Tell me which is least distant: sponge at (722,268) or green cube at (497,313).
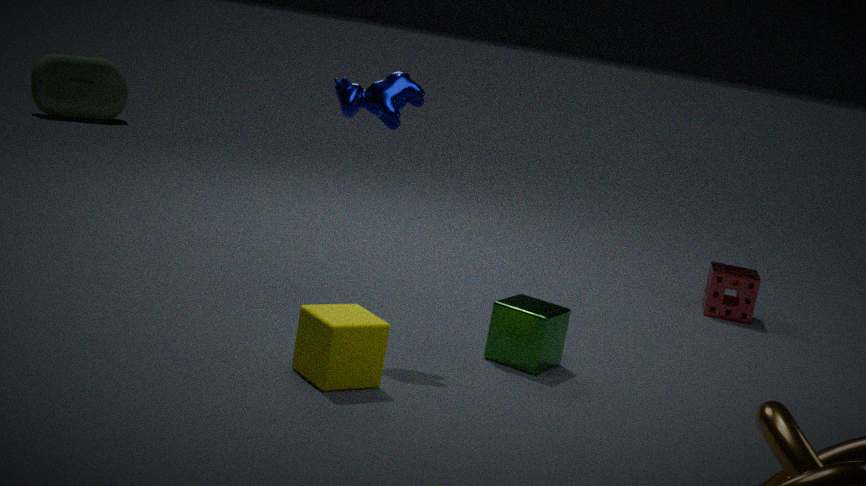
green cube at (497,313)
